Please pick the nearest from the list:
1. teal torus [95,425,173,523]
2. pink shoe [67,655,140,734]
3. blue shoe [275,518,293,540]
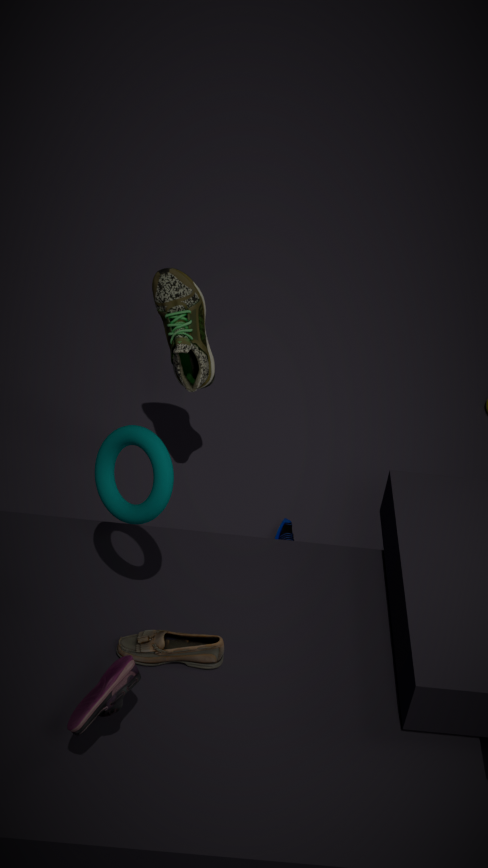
pink shoe [67,655,140,734]
